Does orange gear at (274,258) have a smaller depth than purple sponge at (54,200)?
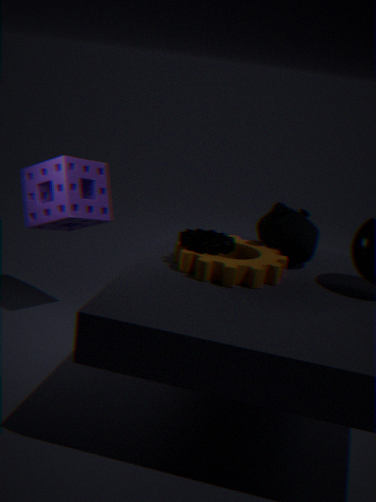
Yes
